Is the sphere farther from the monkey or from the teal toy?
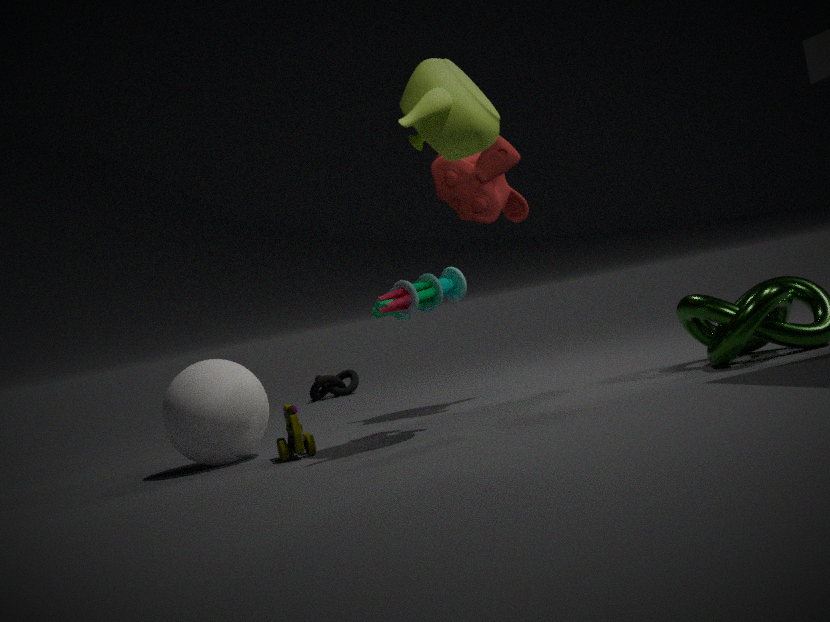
the monkey
